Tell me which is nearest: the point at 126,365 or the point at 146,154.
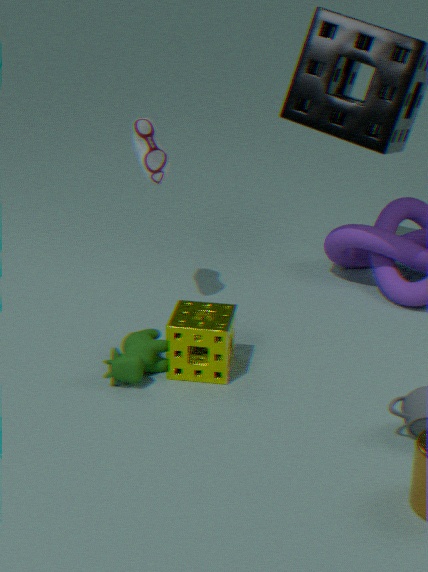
the point at 126,365
